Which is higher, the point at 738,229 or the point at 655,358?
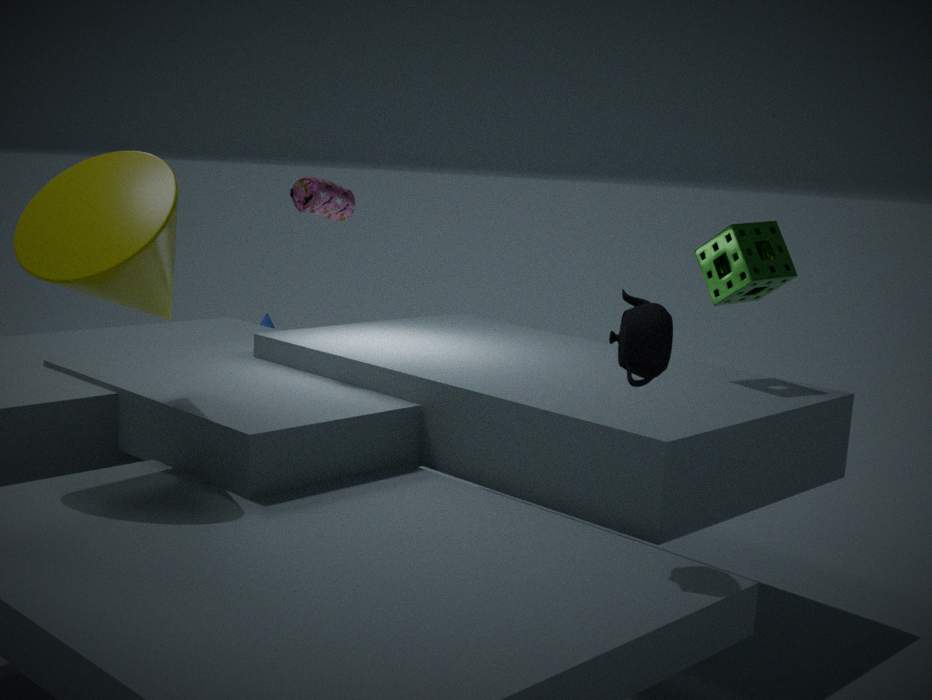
the point at 738,229
